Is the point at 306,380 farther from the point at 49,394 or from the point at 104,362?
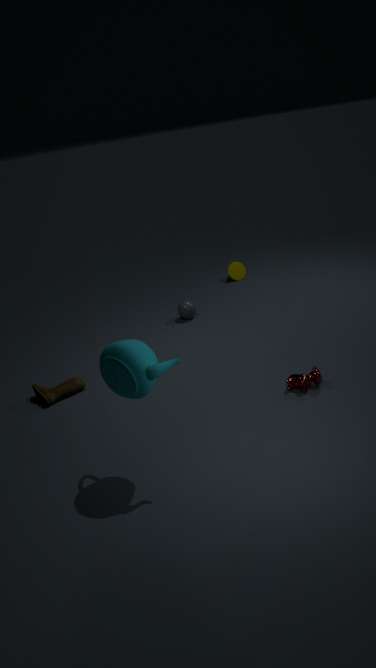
the point at 49,394
